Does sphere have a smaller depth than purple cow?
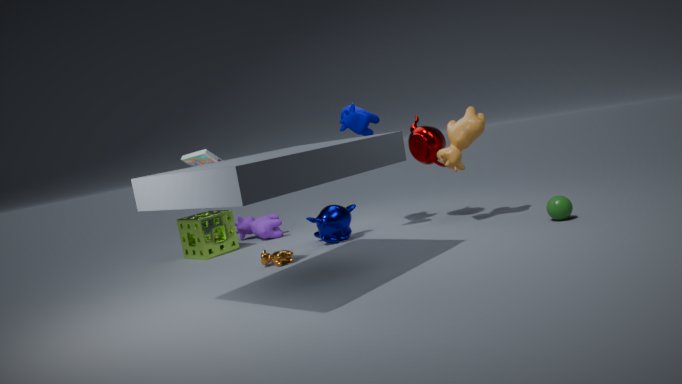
Yes
